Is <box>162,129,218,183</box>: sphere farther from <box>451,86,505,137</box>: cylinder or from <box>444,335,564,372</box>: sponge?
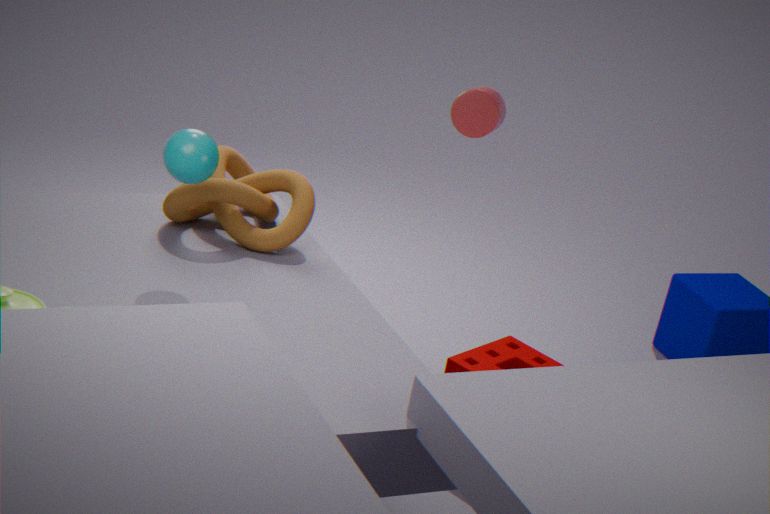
<box>444,335,564,372</box>: sponge
